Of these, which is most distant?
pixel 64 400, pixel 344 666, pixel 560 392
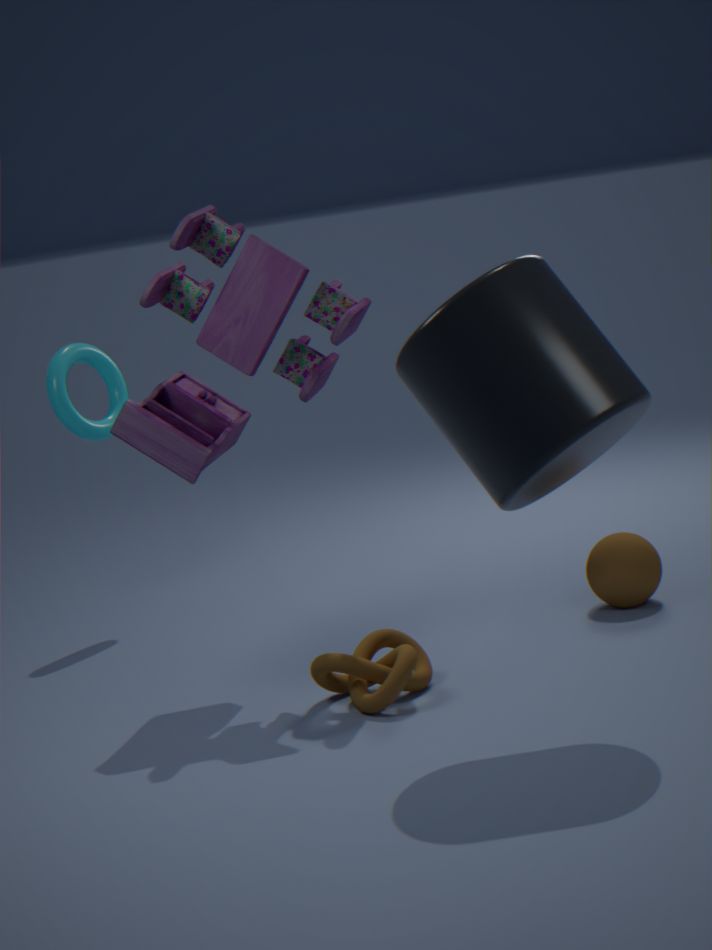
pixel 64 400
